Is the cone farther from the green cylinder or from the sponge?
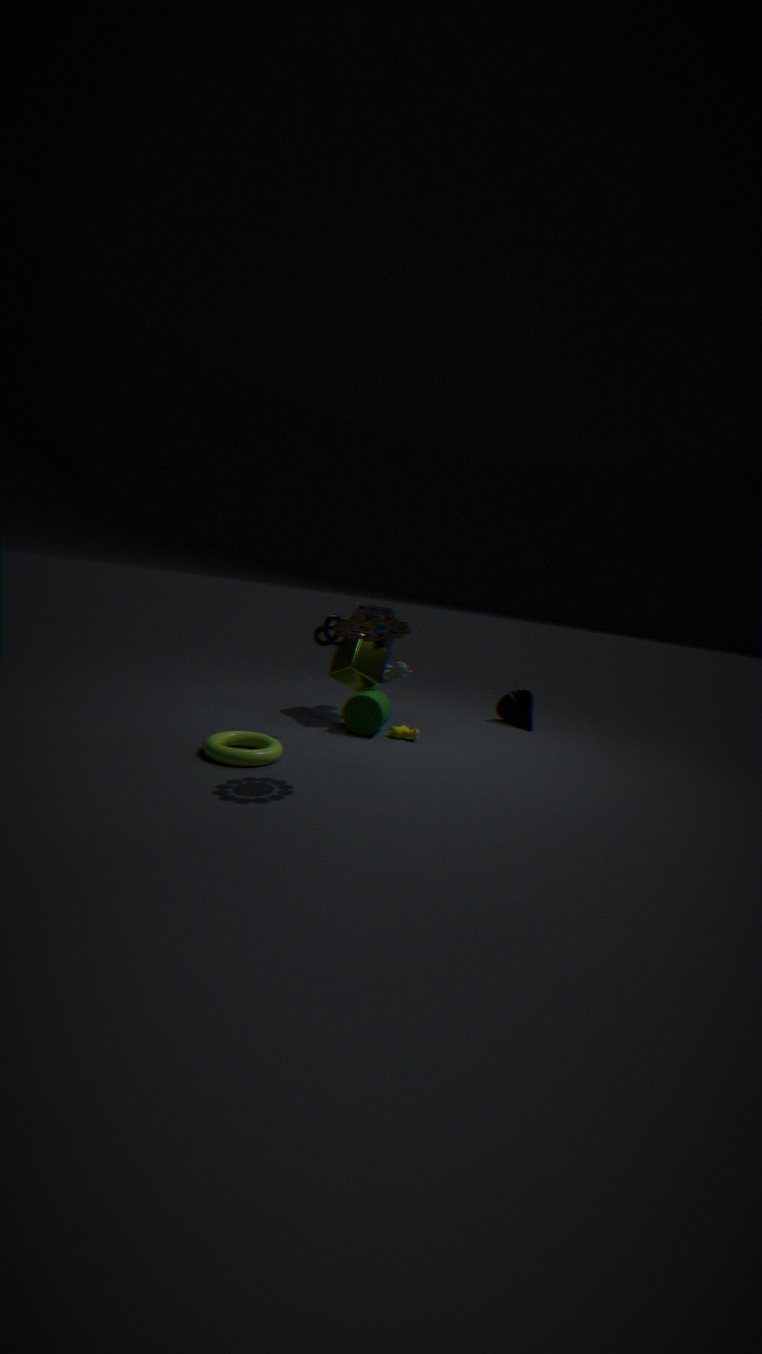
the green cylinder
